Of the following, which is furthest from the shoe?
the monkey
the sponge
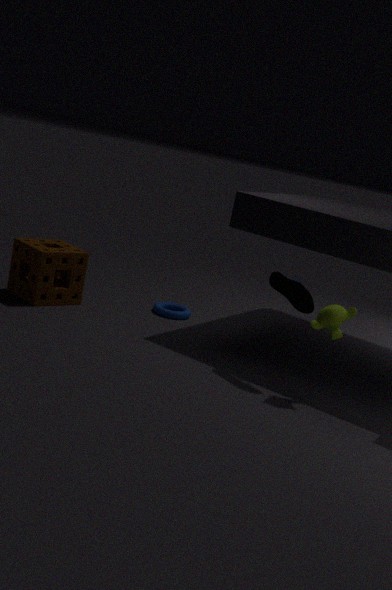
the sponge
